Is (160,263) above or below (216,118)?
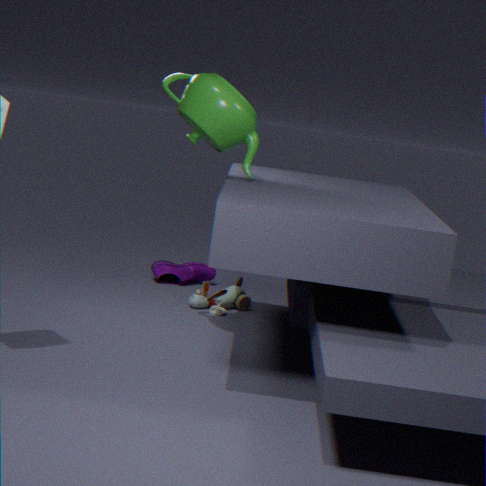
below
